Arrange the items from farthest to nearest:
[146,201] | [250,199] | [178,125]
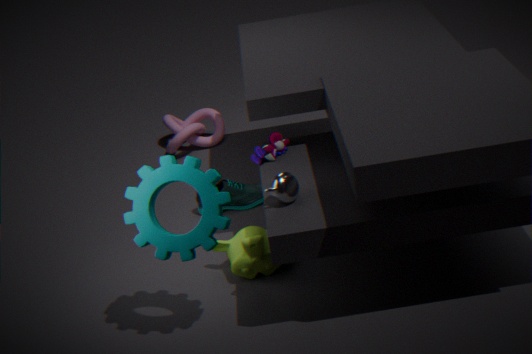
[178,125]
[250,199]
[146,201]
